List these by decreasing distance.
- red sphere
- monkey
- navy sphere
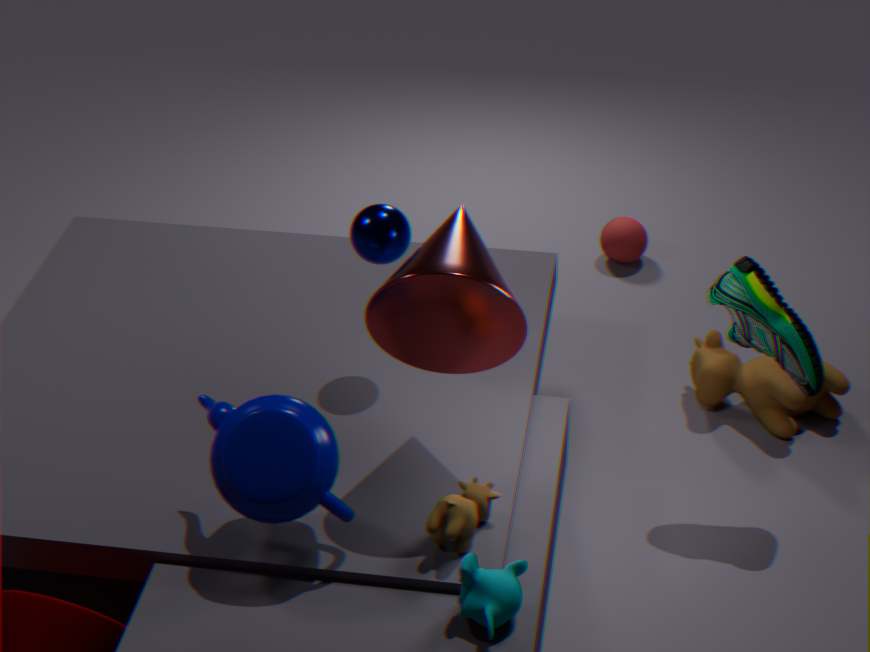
red sphere → navy sphere → monkey
